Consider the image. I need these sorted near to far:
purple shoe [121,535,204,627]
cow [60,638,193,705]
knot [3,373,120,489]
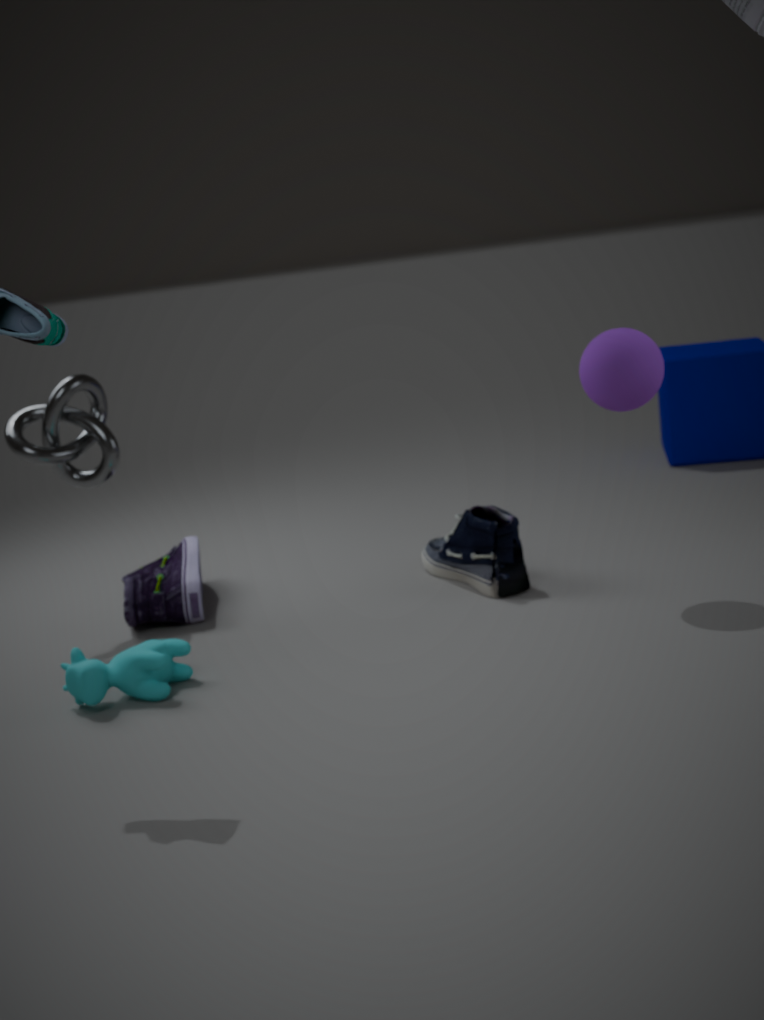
cow [60,638,193,705] → knot [3,373,120,489] → purple shoe [121,535,204,627]
